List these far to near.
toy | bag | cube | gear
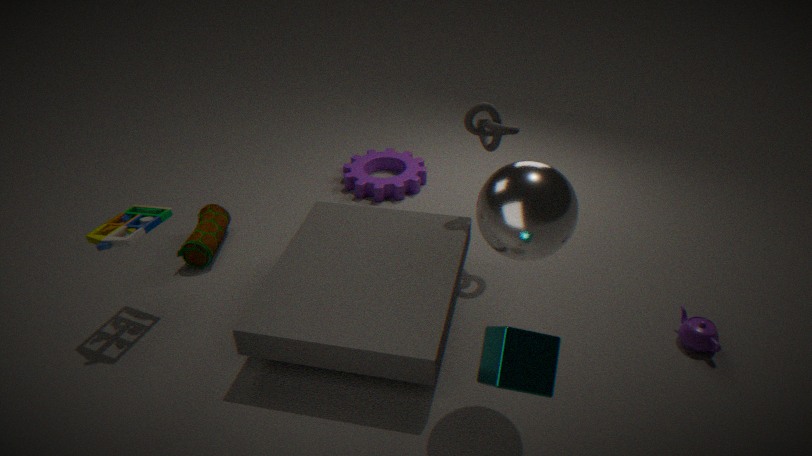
gear < bag < toy < cube
